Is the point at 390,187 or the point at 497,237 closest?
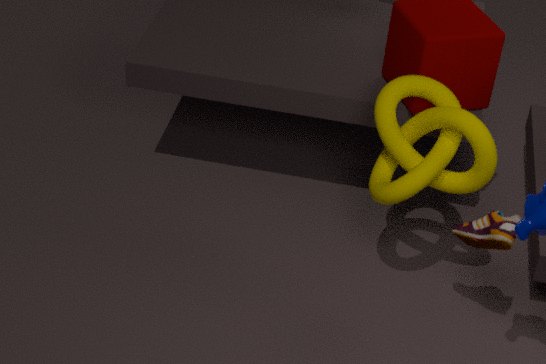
the point at 497,237
